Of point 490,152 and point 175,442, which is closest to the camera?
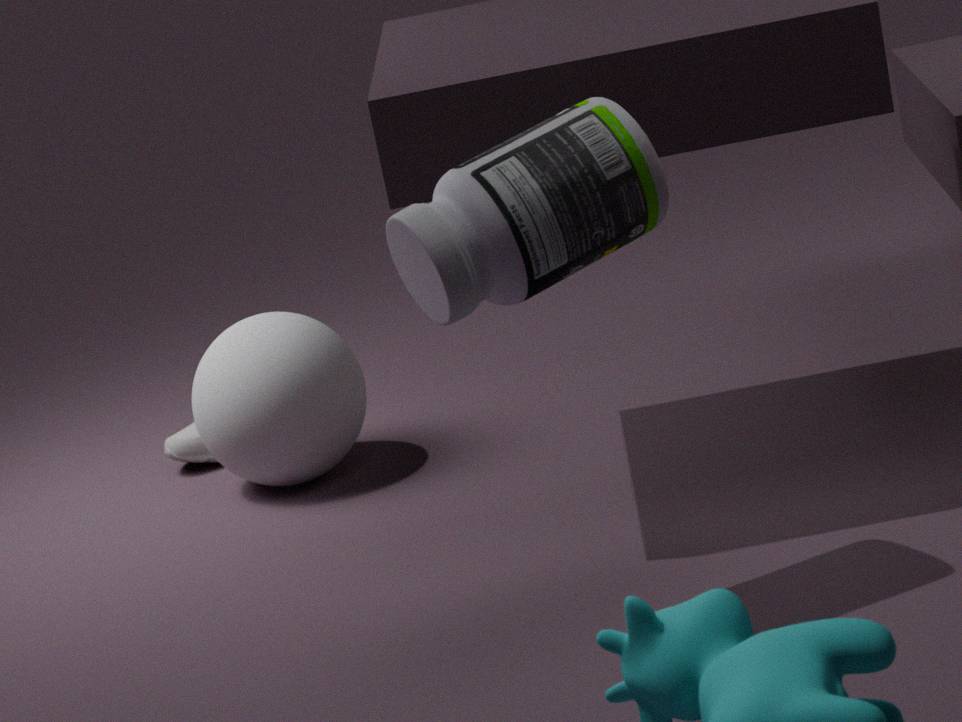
point 490,152
